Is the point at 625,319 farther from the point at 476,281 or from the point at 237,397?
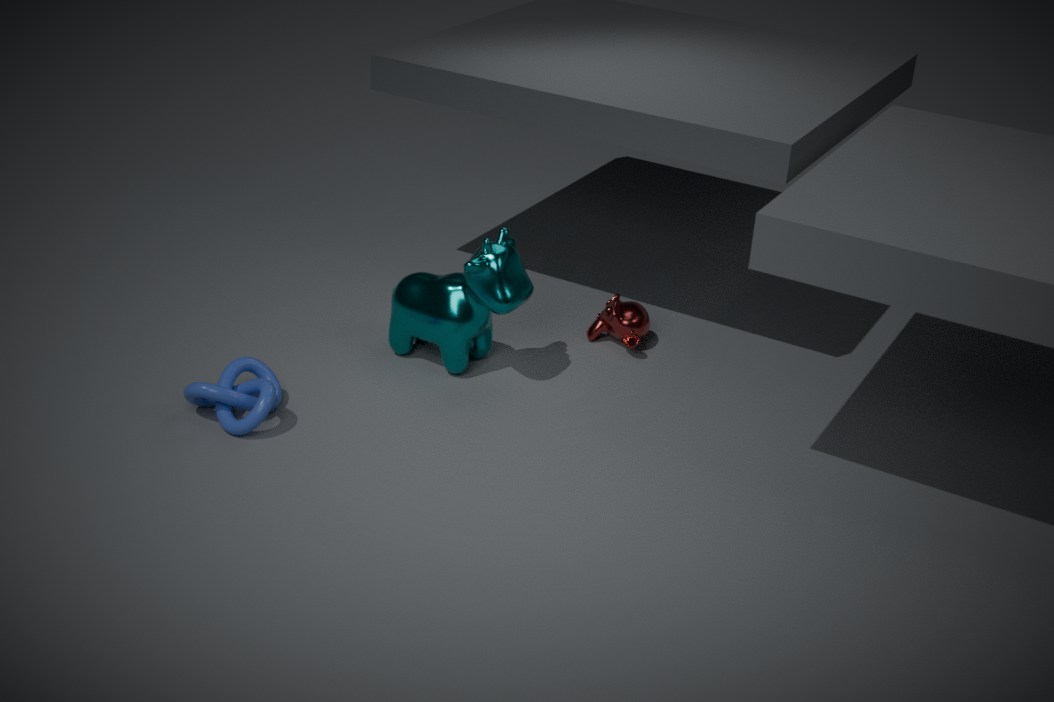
the point at 237,397
